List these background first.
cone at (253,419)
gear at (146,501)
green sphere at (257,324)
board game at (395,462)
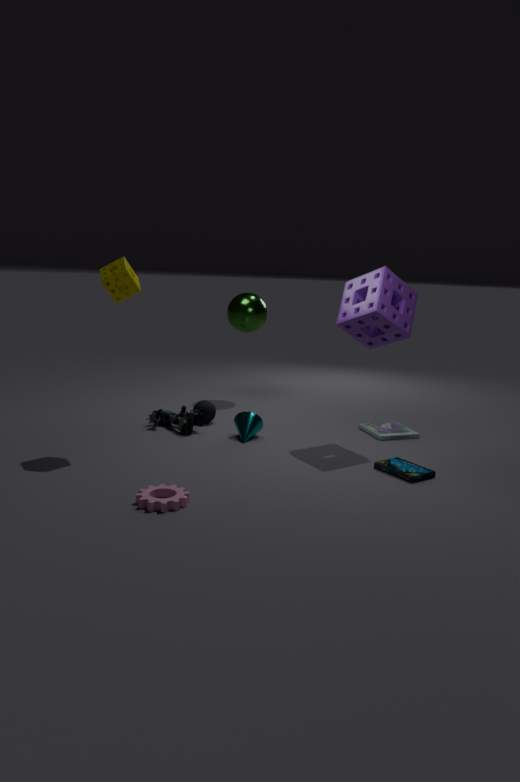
1. green sphere at (257,324)
2. cone at (253,419)
3. board game at (395,462)
4. gear at (146,501)
